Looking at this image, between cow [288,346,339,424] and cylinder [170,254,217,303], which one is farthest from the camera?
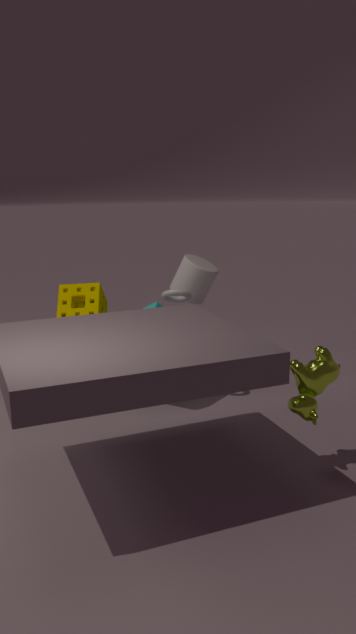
cylinder [170,254,217,303]
